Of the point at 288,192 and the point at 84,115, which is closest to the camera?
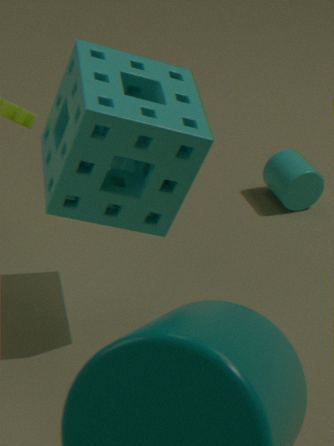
the point at 84,115
